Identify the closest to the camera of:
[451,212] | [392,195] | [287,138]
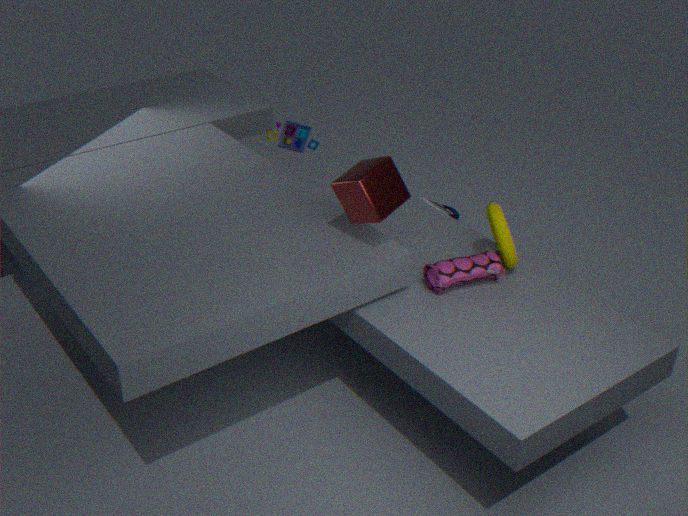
[392,195]
